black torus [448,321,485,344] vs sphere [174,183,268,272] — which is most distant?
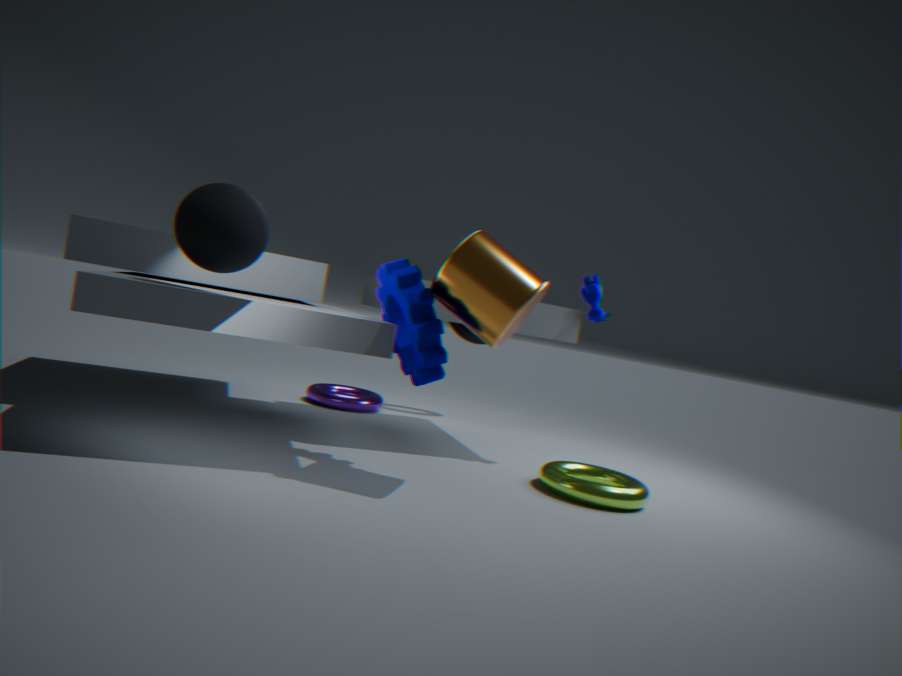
black torus [448,321,485,344]
